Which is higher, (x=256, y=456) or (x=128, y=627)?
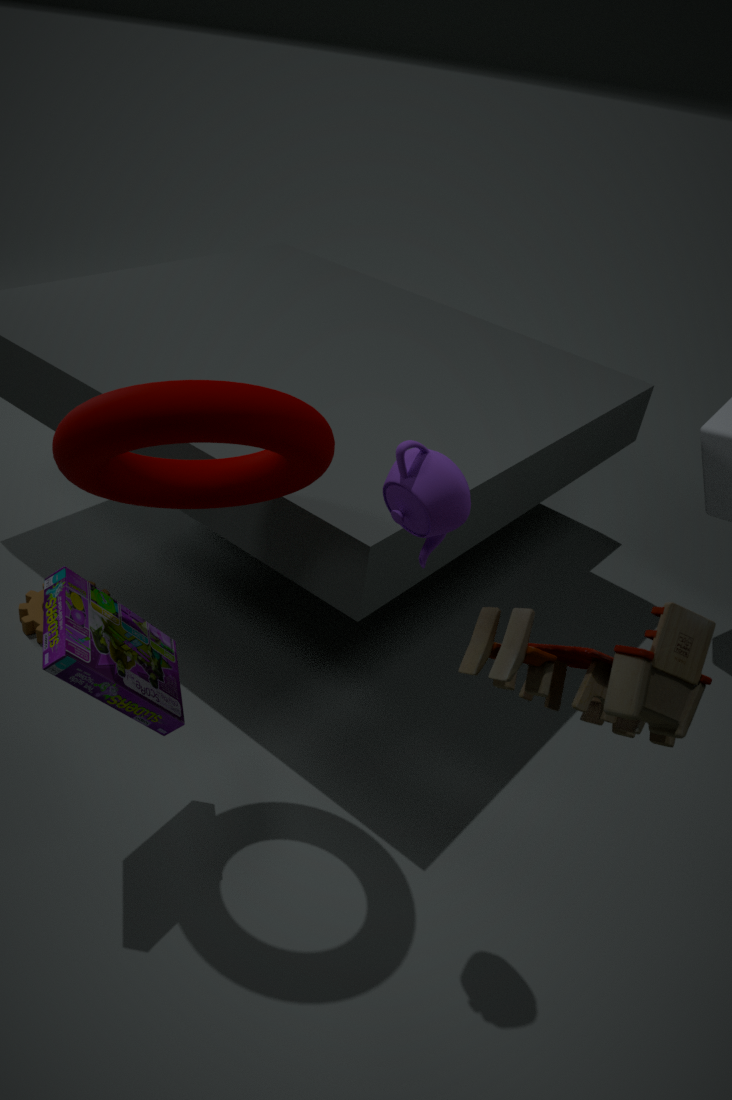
(x=256, y=456)
